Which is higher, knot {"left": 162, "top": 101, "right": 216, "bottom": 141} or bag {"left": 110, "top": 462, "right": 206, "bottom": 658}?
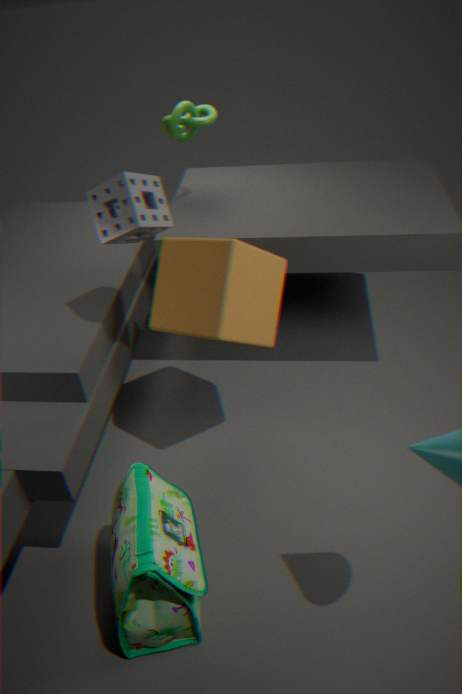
knot {"left": 162, "top": 101, "right": 216, "bottom": 141}
